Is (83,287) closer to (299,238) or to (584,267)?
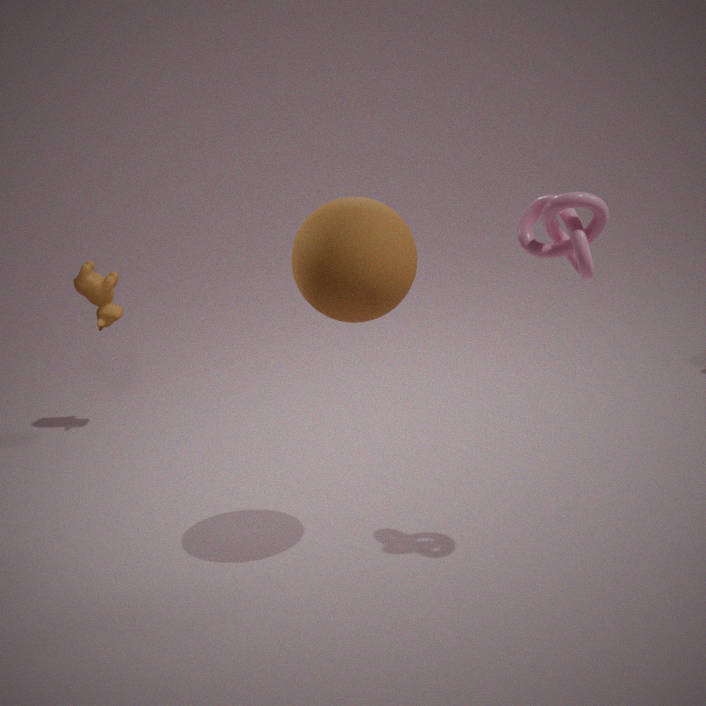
(299,238)
